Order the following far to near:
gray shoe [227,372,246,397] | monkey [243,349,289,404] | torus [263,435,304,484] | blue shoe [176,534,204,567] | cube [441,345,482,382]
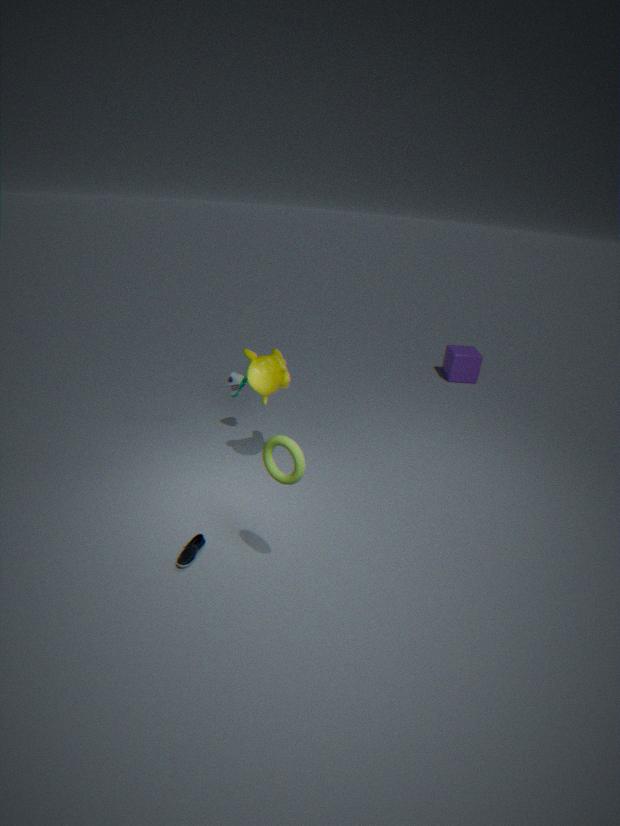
1. cube [441,345,482,382]
2. gray shoe [227,372,246,397]
3. monkey [243,349,289,404]
4. blue shoe [176,534,204,567]
5. torus [263,435,304,484]
